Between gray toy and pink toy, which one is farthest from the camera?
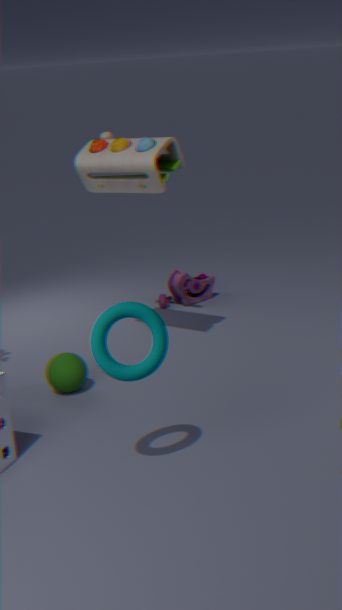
pink toy
